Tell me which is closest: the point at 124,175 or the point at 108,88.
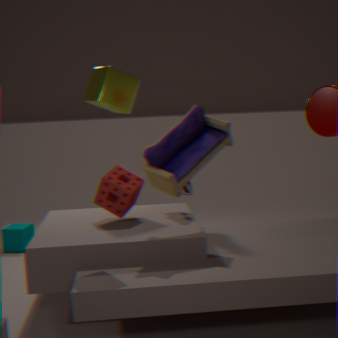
the point at 108,88
